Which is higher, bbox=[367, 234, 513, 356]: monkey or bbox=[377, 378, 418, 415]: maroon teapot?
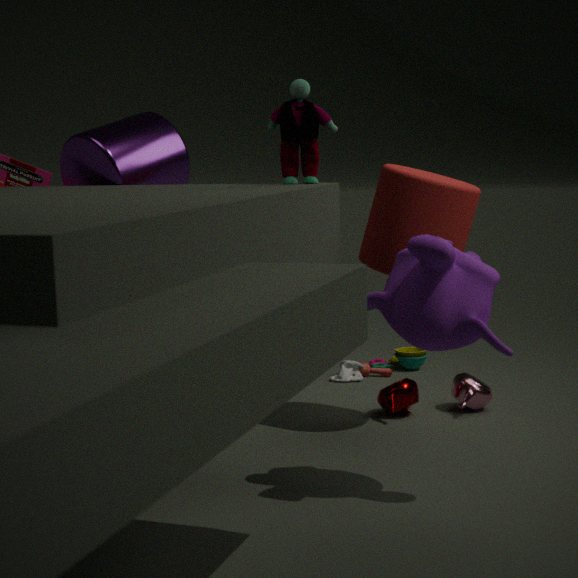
bbox=[367, 234, 513, 356]: monkey
